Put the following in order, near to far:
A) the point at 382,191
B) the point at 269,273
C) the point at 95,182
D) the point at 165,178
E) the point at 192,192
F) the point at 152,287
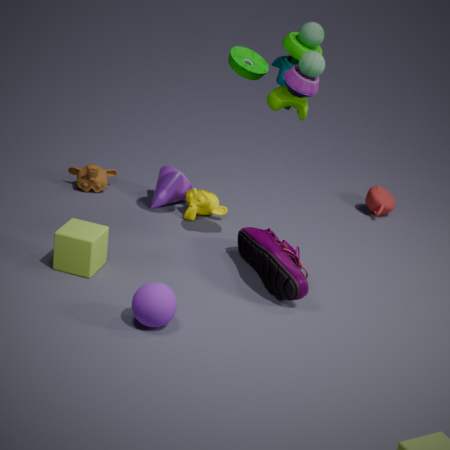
the point at 152,287, the point at 269,273, the point at 192,192, the point at 165,178, the point at 95,182, the point at 382,191
